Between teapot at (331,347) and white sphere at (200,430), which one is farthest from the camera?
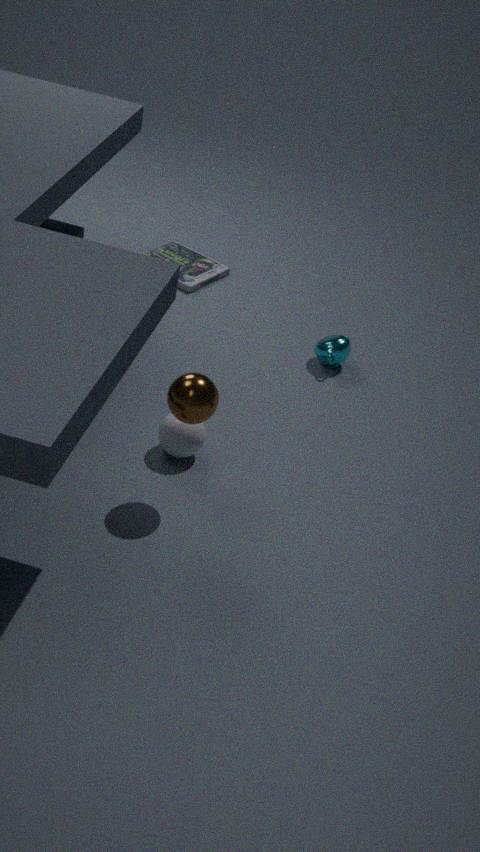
teapot at (331,347)
